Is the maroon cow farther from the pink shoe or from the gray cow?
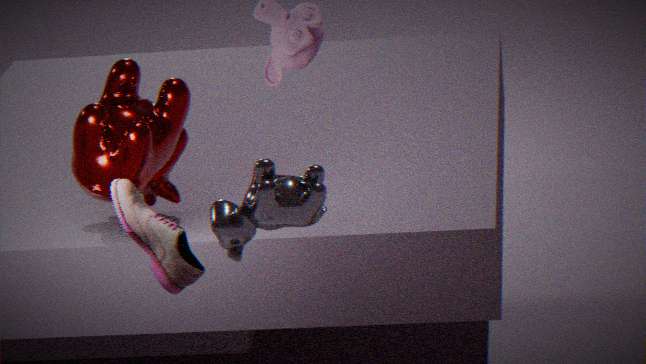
the gray cow
